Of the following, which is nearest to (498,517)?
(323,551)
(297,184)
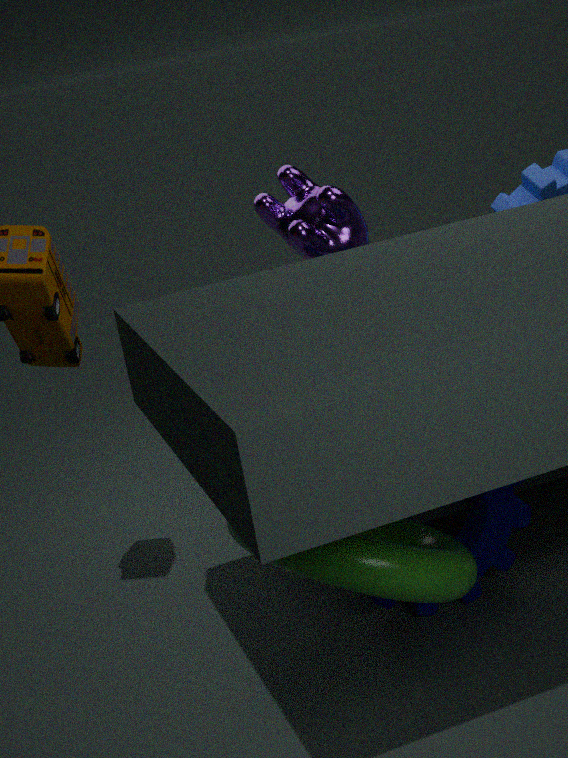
(323,551)
